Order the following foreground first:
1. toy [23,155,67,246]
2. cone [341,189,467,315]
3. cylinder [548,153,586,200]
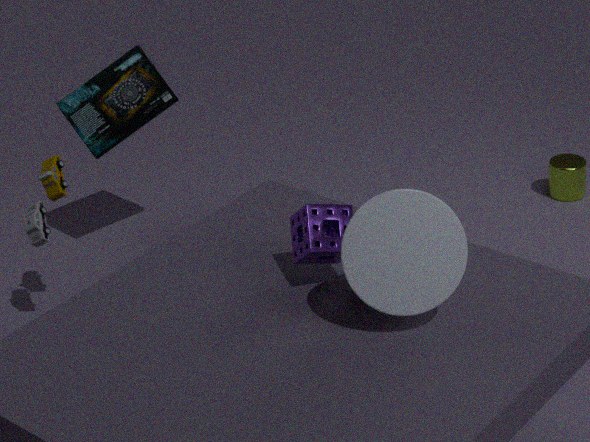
1. cone [341,189,467,315]
2. toy [23,155,67,246]
3. cylinder [548,153,586,200]
